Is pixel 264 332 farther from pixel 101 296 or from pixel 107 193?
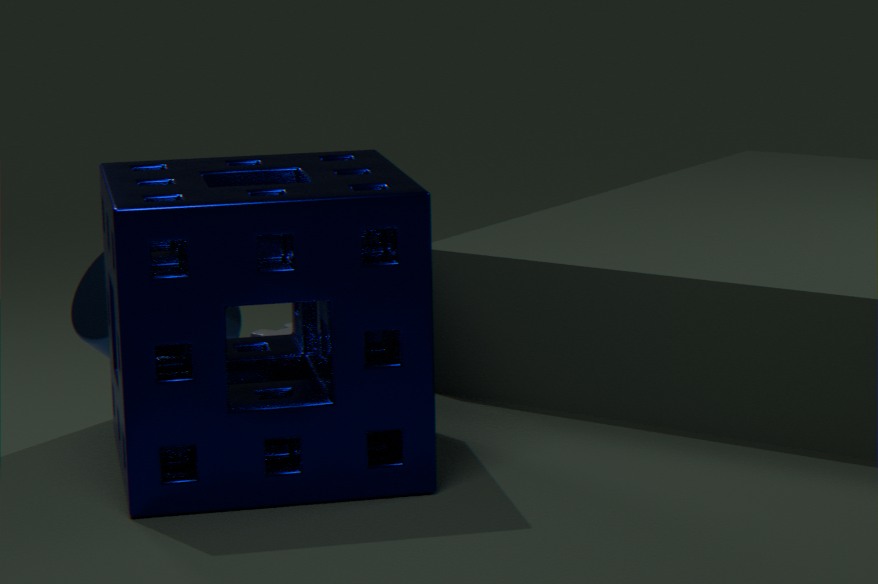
pixel 107 193
